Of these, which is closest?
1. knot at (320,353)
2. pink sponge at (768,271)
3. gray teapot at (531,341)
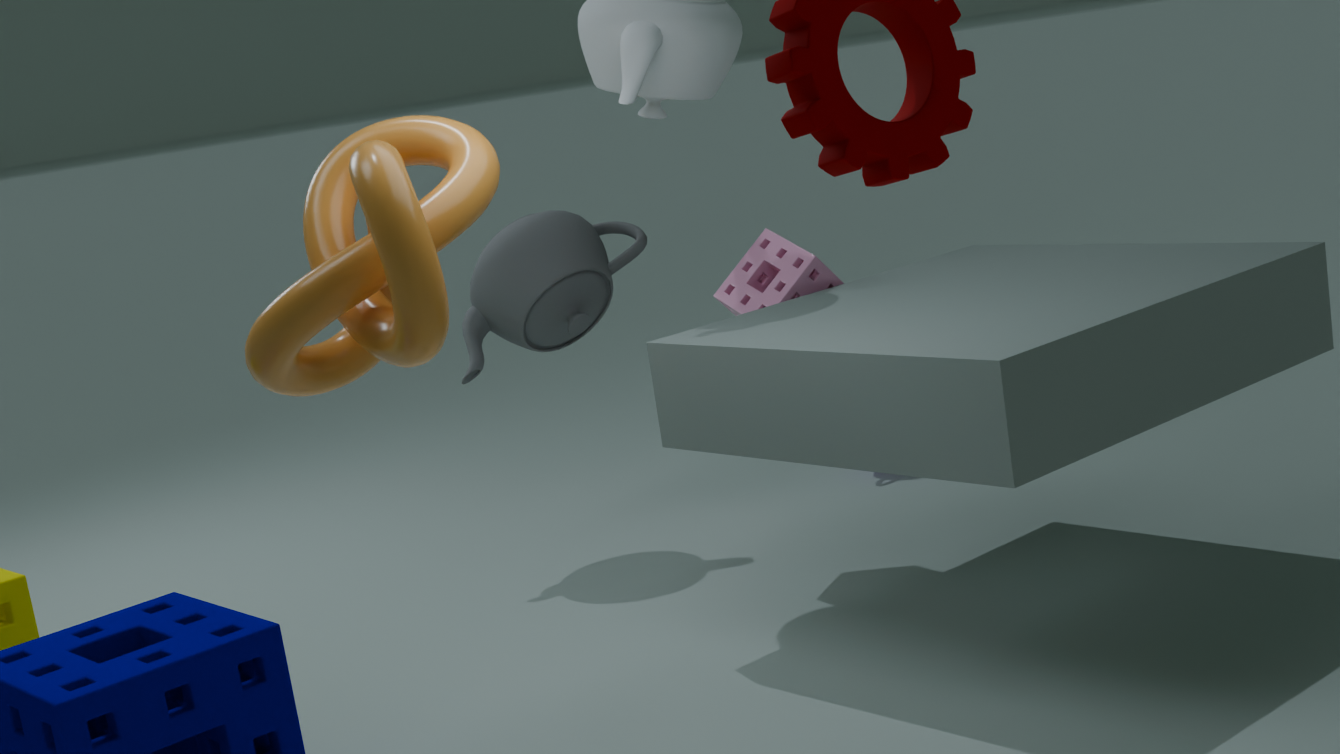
knot at (320,353)
